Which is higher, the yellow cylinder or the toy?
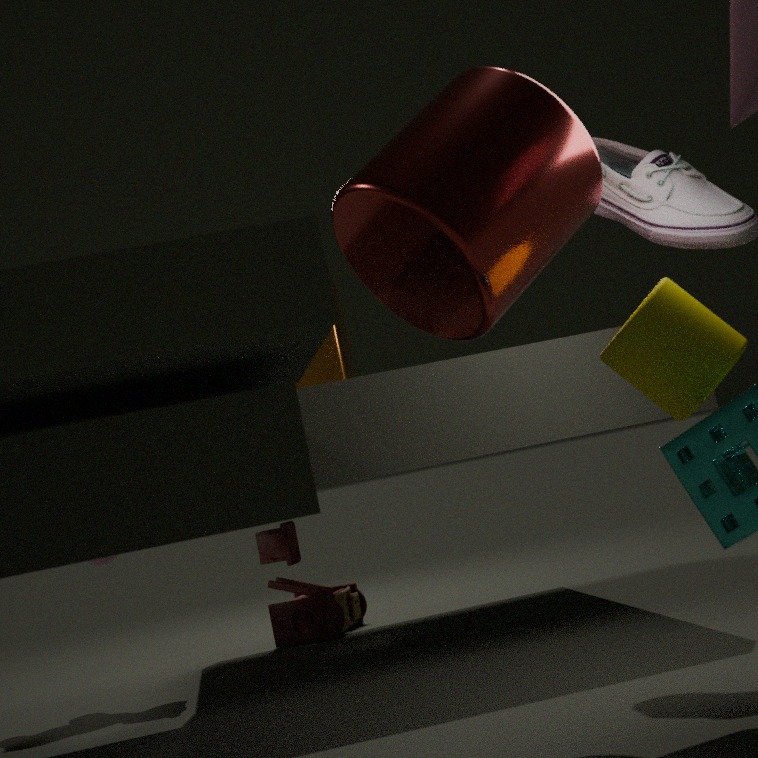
the yellow cylinder
